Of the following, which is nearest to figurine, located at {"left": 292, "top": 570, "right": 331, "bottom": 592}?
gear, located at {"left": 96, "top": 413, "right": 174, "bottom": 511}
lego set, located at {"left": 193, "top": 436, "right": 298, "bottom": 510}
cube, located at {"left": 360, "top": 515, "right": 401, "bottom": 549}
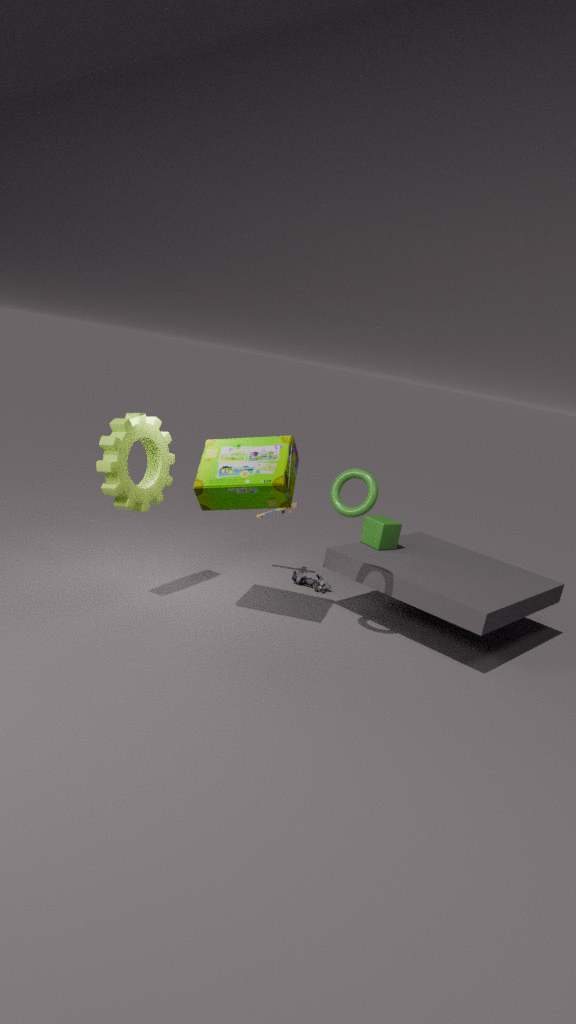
cube, located at {"left": 360, "top": 515, "right": 401, "bottom": 549}
